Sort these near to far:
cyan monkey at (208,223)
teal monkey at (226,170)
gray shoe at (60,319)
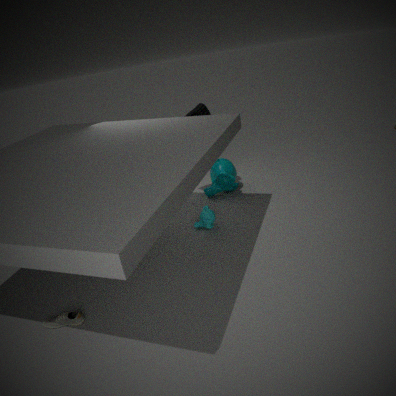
1. gray shoe at (60,319)
2. cyan monkey at (208,223)
3. teal monkey at (226,170)
